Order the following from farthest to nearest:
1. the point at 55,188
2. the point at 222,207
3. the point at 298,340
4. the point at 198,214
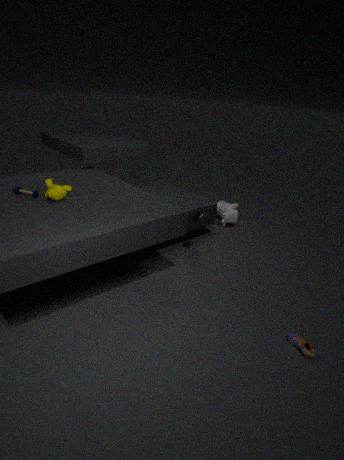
the point at 222,207 < the point at 198,214 < the point at 55,188 < the point at 298,340
